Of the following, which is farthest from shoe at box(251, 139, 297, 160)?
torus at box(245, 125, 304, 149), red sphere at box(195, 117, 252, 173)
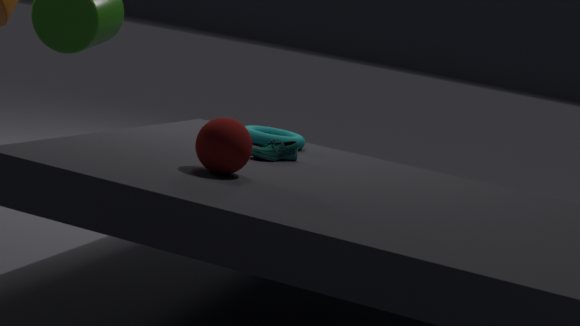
red sphere at box(195, 117, 252, 173)
